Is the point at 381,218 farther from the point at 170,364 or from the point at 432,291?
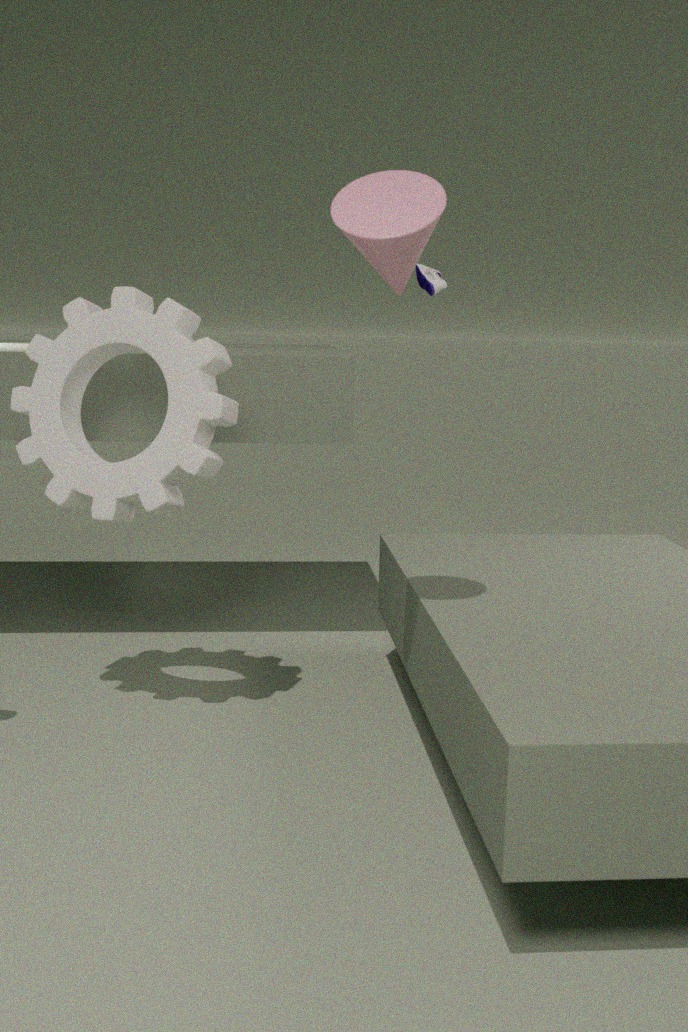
the point at 432,291
